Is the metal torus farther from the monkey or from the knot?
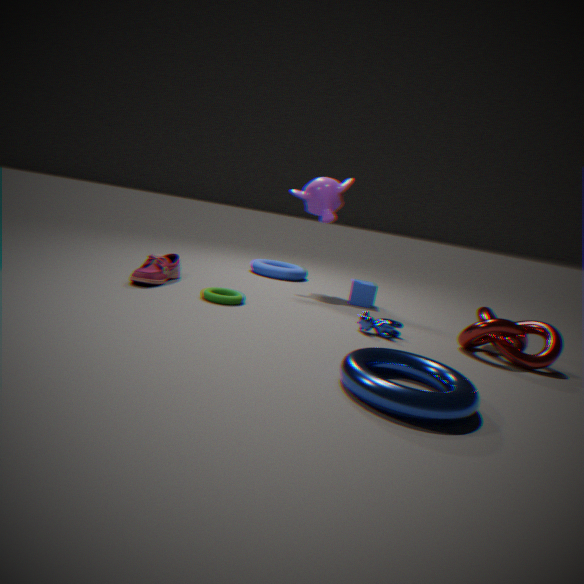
the monkey
